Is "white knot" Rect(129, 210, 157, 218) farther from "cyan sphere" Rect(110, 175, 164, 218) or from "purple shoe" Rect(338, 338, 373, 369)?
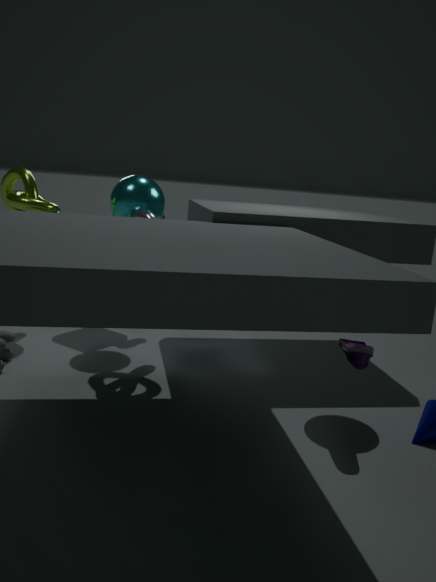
"purple shoe" Rect(338, 338, 373, 369)
